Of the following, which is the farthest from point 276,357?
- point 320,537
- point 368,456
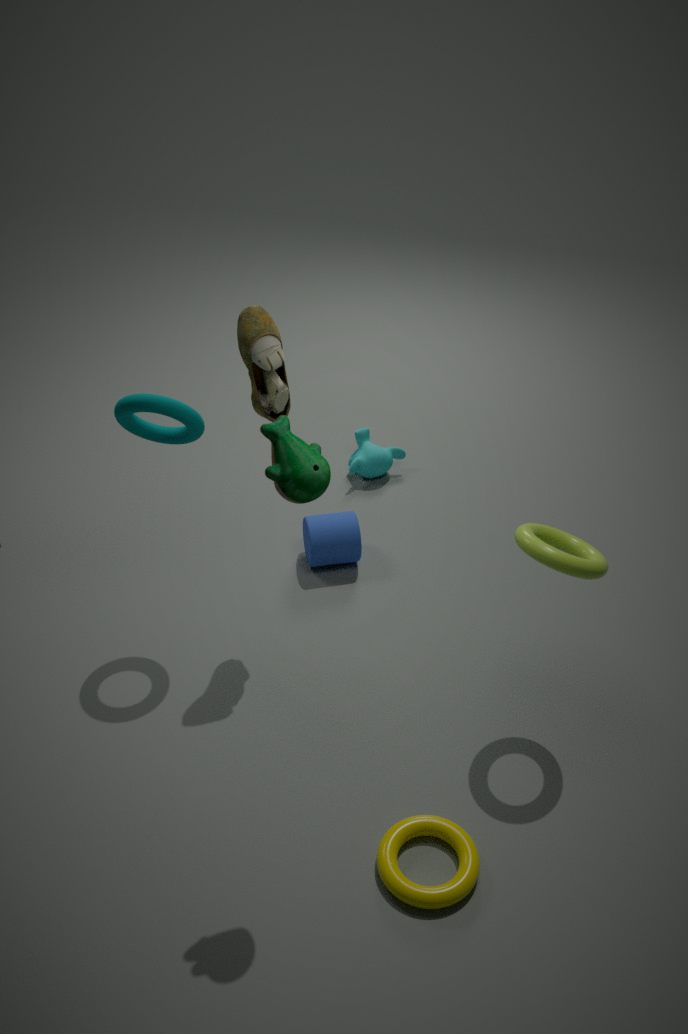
point 368,456
